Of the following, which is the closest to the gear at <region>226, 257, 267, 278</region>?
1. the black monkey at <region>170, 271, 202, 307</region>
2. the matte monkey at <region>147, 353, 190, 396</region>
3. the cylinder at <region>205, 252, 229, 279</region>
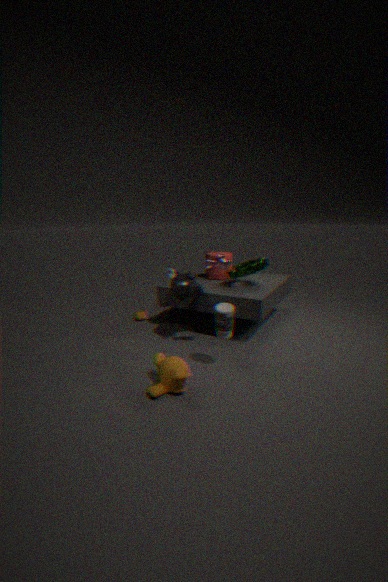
the cylinder at <region>205, 252, 229, 279</region>
